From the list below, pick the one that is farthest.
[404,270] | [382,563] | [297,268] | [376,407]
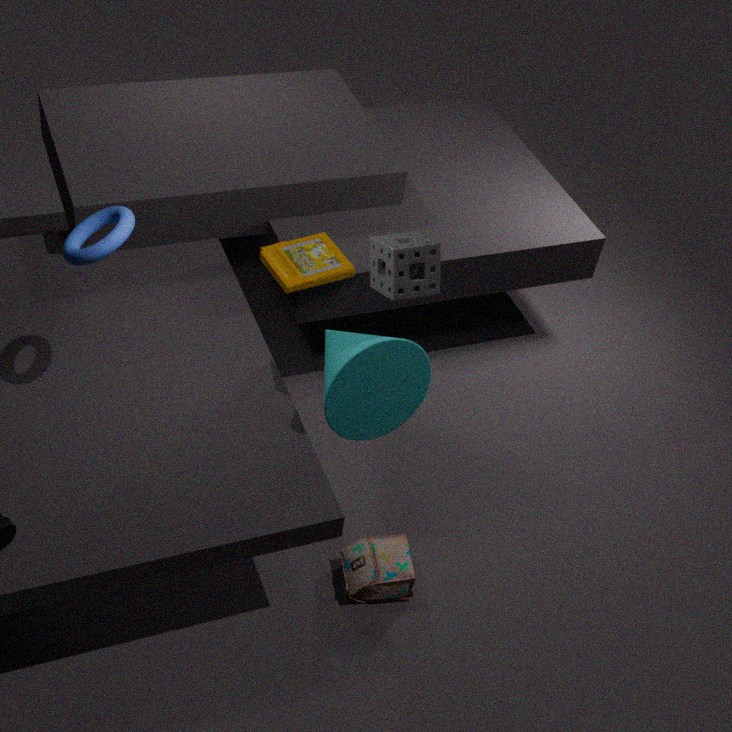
[297,268]
